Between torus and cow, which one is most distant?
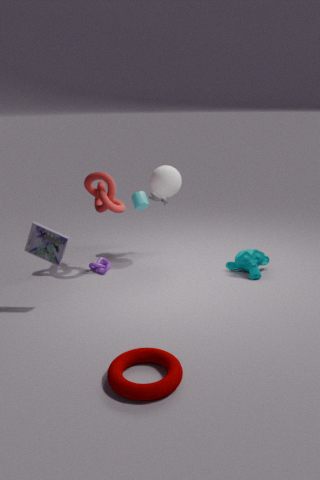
cow
